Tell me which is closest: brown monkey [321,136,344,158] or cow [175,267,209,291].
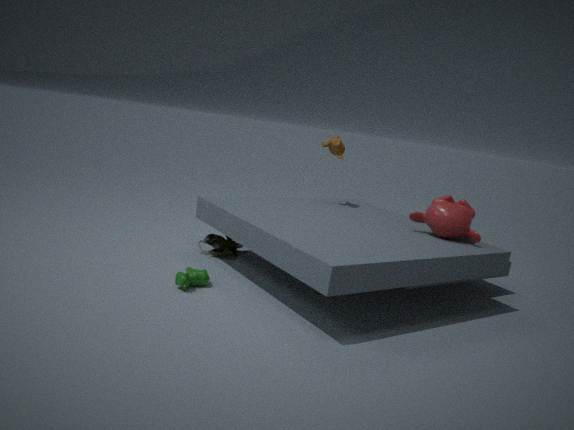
cow [175,267,209,291]
